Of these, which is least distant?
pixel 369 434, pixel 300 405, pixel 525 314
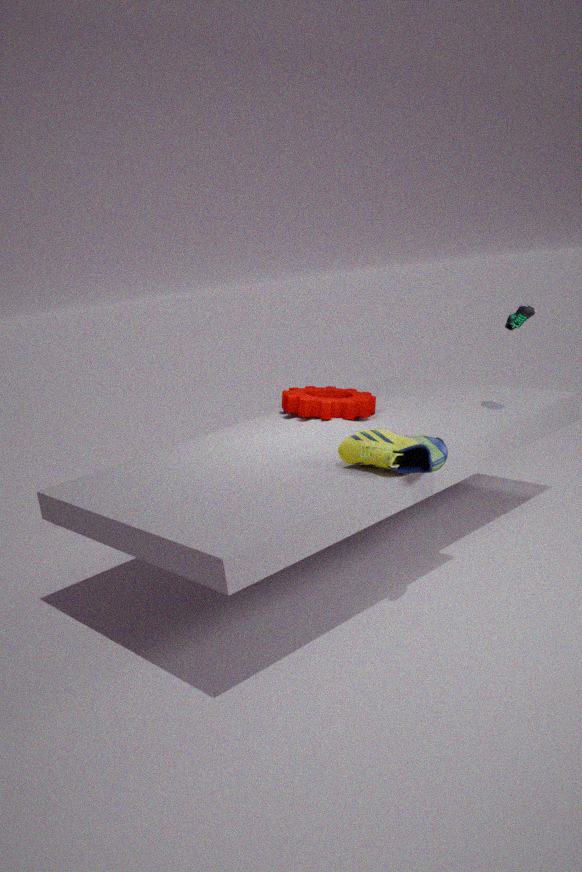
pixel 369 434
